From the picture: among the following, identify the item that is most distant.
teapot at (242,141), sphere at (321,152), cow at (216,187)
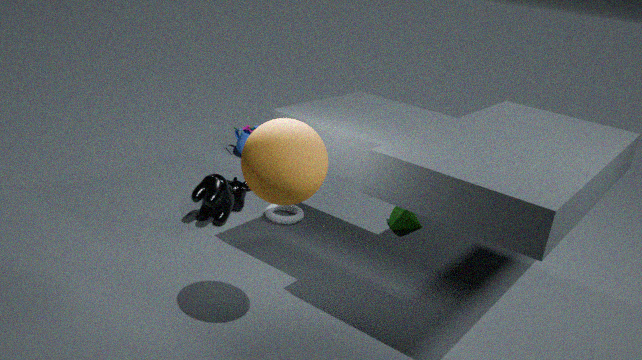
teapot at (242,141)
